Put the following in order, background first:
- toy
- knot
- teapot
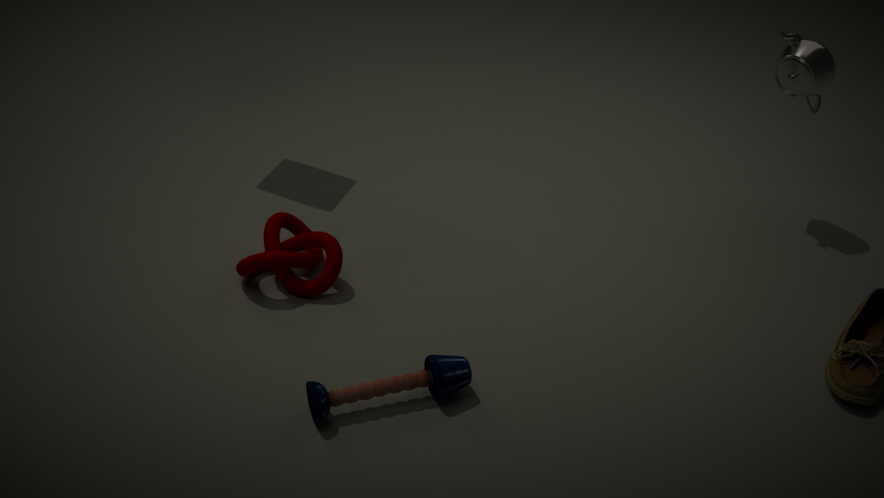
teapot
knot
toy
